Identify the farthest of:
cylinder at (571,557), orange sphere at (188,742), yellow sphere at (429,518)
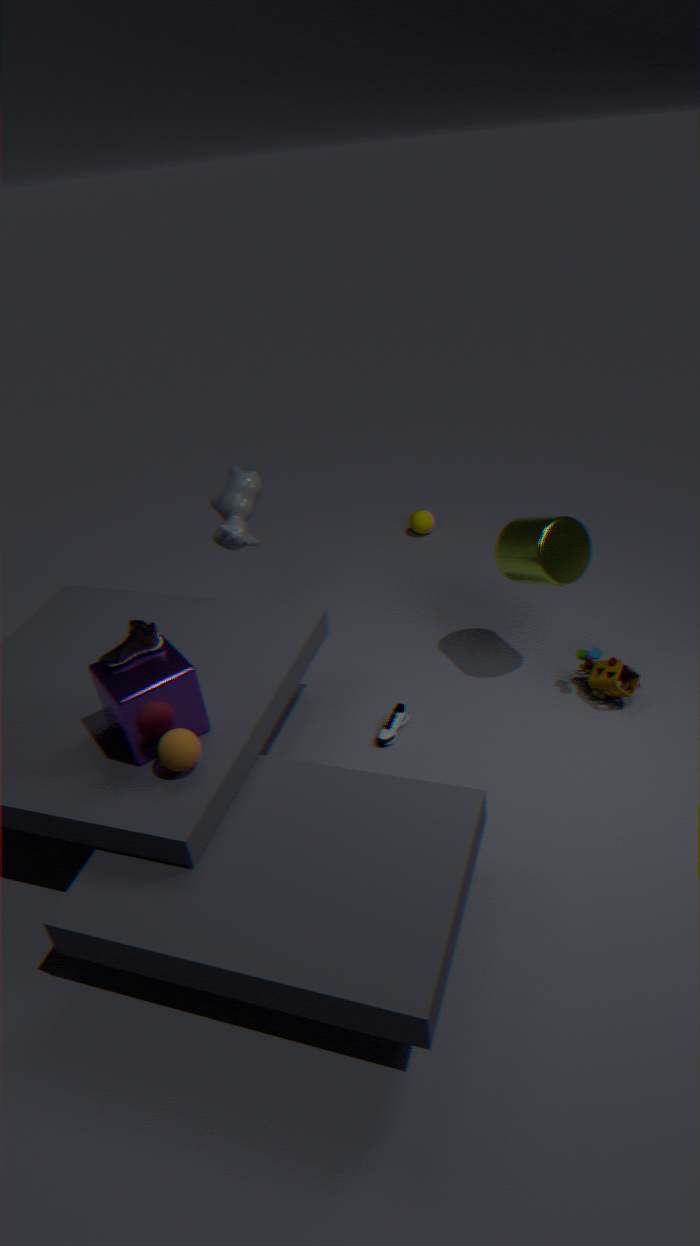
yellow sphere at (429,518)
